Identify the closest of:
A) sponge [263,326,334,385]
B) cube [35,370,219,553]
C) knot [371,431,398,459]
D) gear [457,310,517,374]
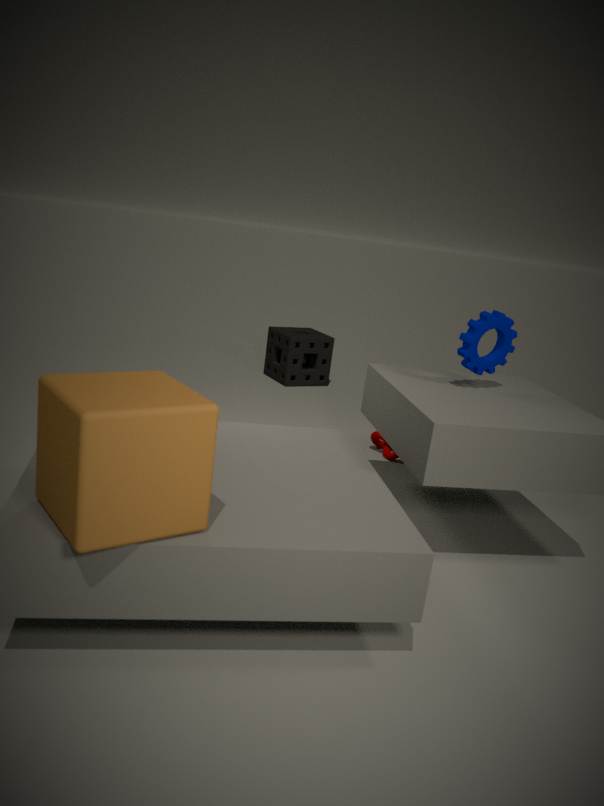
cube [35,370,219,553]
